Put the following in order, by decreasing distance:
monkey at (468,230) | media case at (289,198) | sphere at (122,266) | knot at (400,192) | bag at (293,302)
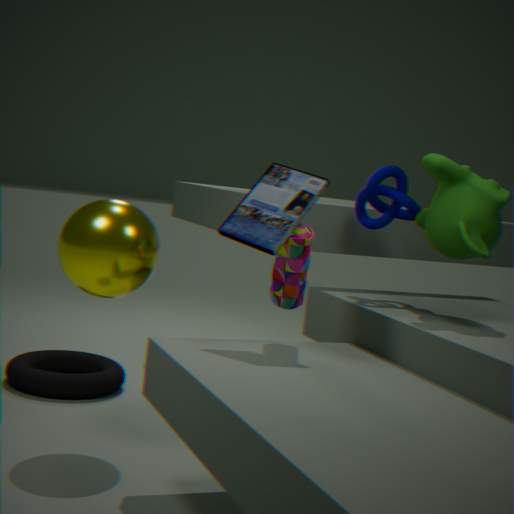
knot at (400,192), sphere at (122,266), monkey at (468,230), bag at (293,302), media case at (289,198)
